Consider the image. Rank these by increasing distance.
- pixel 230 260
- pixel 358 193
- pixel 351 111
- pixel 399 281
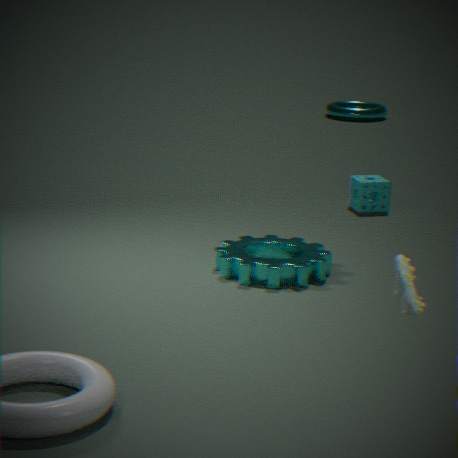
pixel 399 281, pixel 230 260, pixel 358 193, pixel 351 111
